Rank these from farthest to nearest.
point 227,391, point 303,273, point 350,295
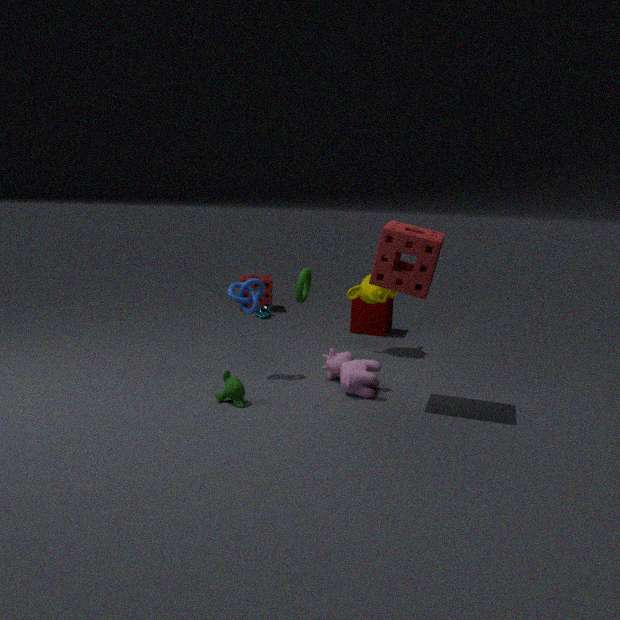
1. point 350,295
2. point 303,273
3. point 227,391
